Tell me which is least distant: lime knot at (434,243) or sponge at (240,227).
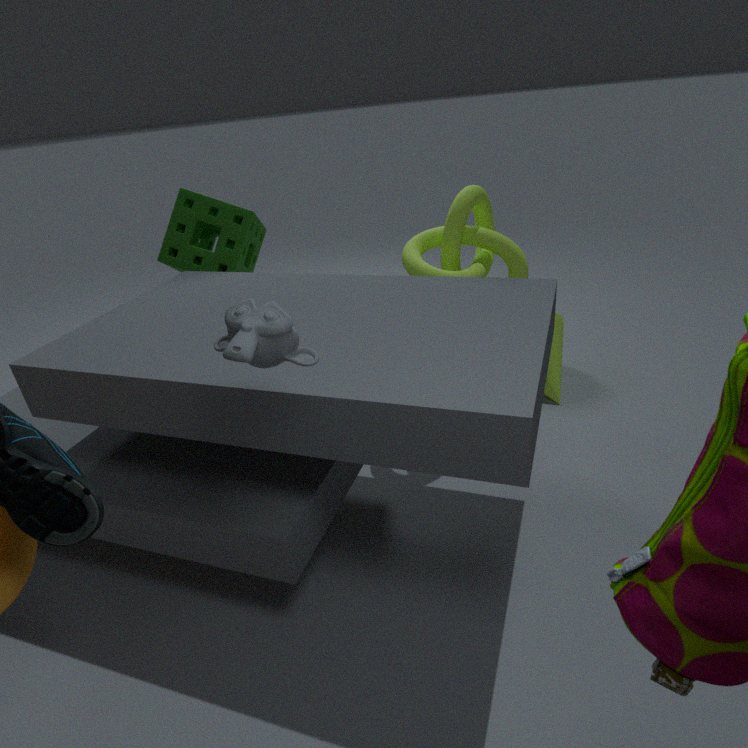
lime knot at (434,243)
